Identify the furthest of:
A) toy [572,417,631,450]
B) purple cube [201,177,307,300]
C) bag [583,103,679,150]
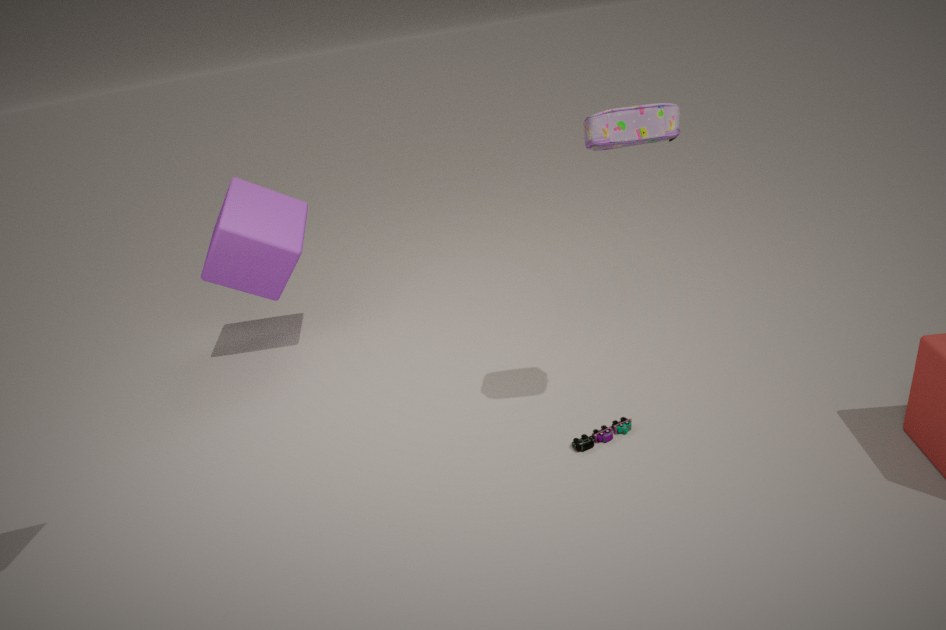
purple cube [201,177,307,300]
